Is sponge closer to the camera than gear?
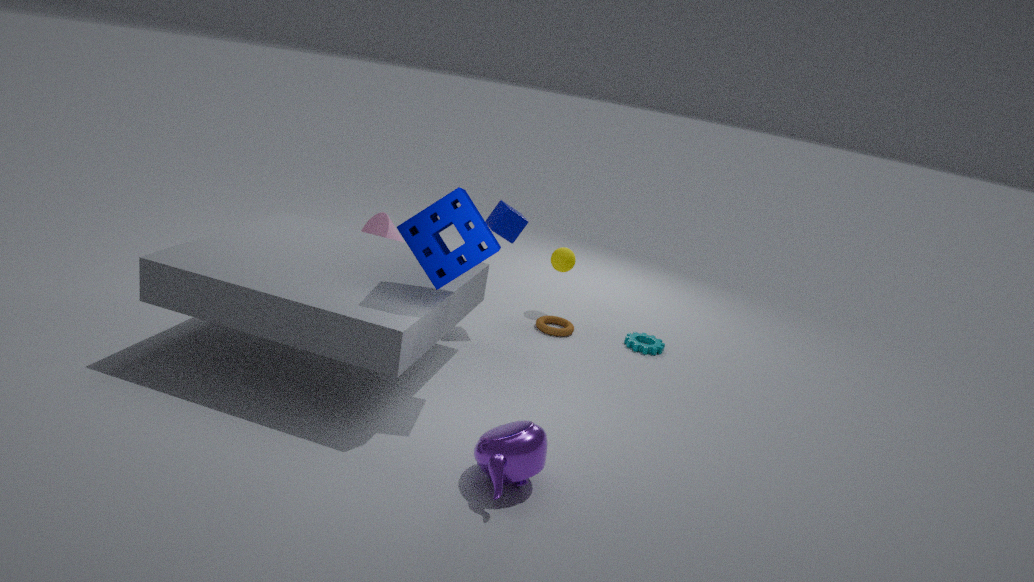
Yes
